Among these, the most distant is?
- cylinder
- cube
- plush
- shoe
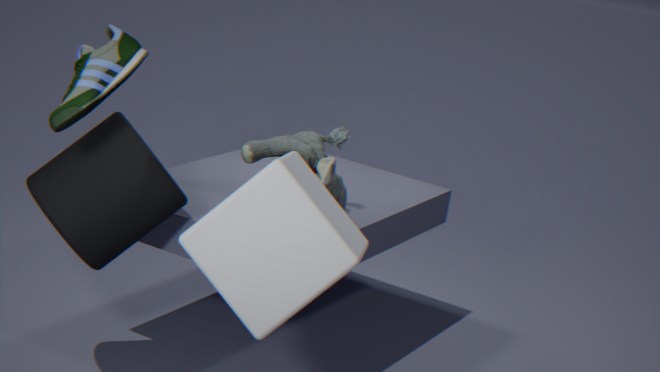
plush
